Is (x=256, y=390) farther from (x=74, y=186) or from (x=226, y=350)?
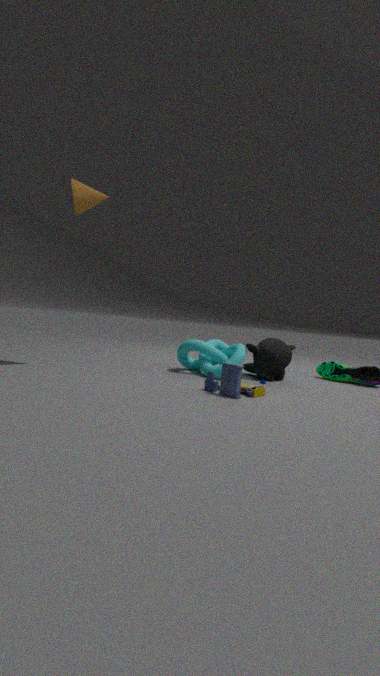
(x=74, y=186)
